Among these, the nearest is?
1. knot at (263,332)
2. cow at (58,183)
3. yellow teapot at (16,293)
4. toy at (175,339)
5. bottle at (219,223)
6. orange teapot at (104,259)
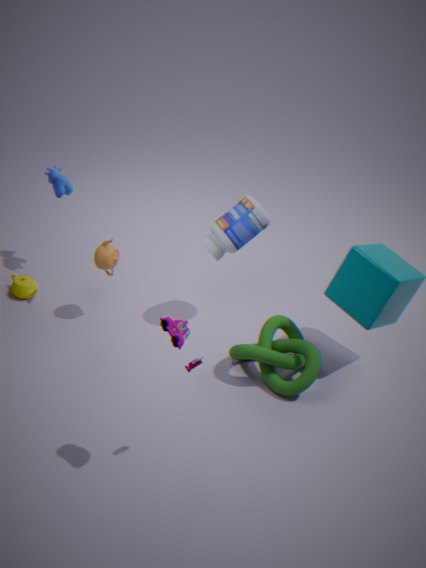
toy at (175,339)
